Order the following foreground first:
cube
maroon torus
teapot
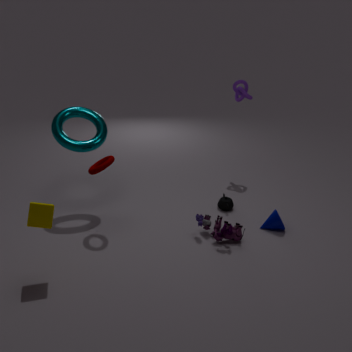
cube
maroon torus
teapot
